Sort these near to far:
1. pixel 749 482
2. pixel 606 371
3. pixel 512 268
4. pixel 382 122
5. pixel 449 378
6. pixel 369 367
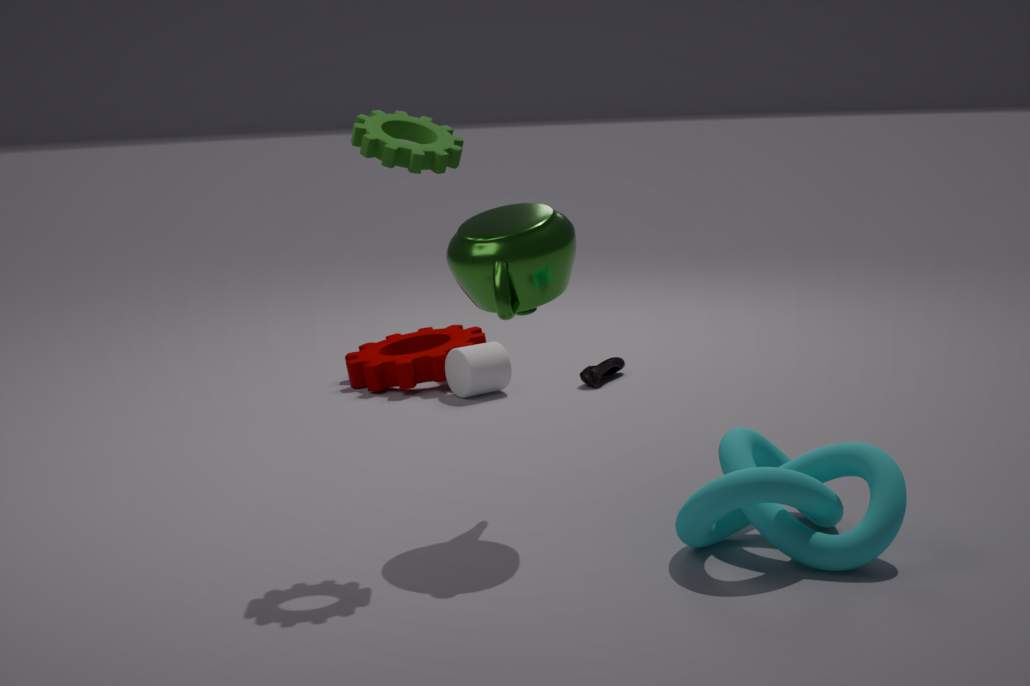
pixel 749 482, pixel 512 268, pixel 382 122, pixel 449 378, pixel 369 367, pixel 606 371
